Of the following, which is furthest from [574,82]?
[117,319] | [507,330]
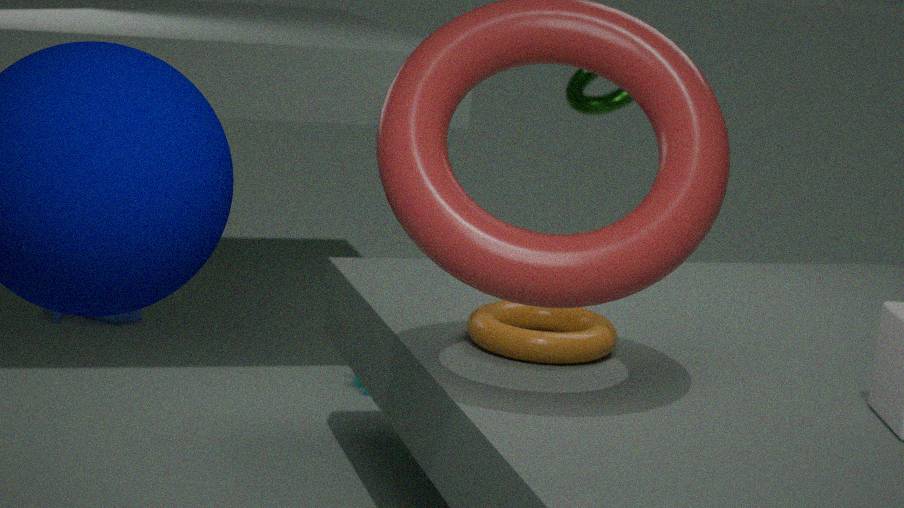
[507,330]
